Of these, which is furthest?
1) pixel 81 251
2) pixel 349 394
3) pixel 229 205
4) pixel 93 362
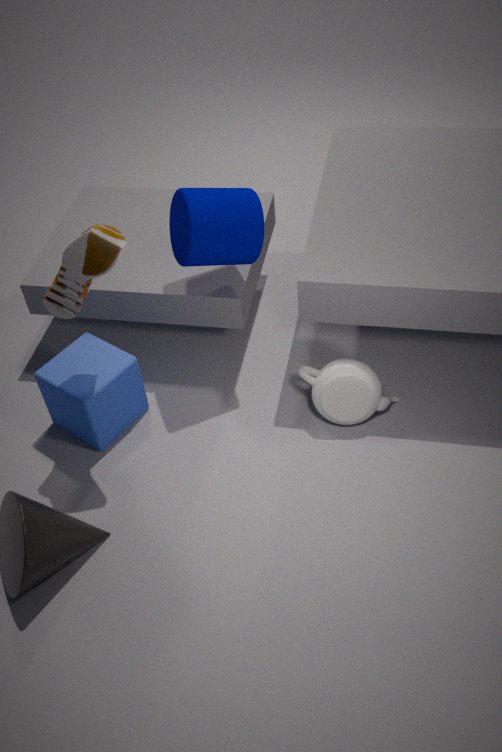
4. pixel 93 362
